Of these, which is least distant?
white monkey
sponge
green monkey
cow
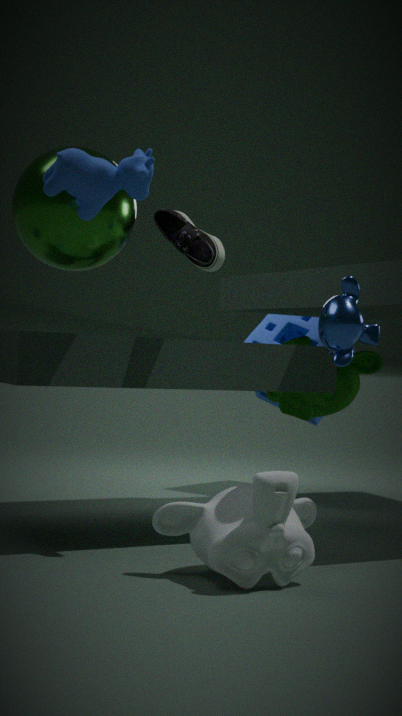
cow
